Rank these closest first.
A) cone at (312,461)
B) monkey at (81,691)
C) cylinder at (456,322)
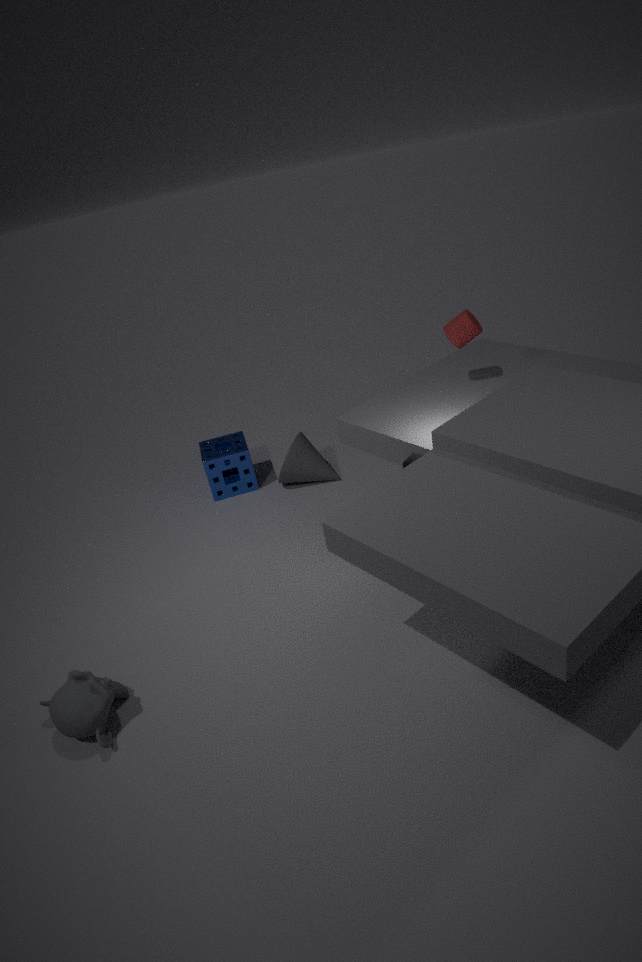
monkey at (81,691)
cylinder at (456,322)
cone at (312,461)
